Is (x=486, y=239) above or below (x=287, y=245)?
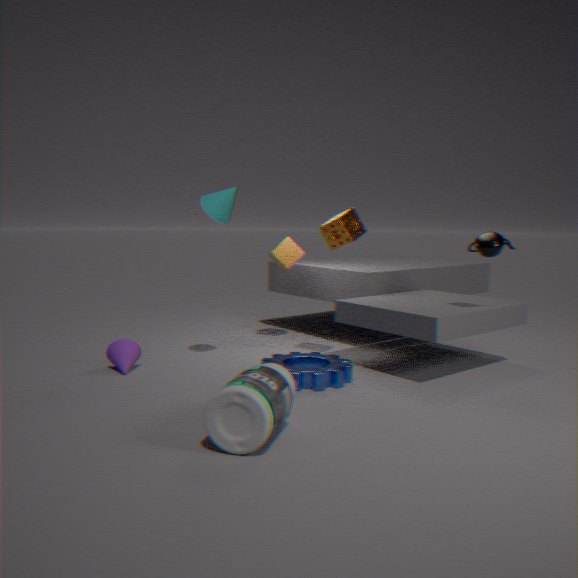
above
